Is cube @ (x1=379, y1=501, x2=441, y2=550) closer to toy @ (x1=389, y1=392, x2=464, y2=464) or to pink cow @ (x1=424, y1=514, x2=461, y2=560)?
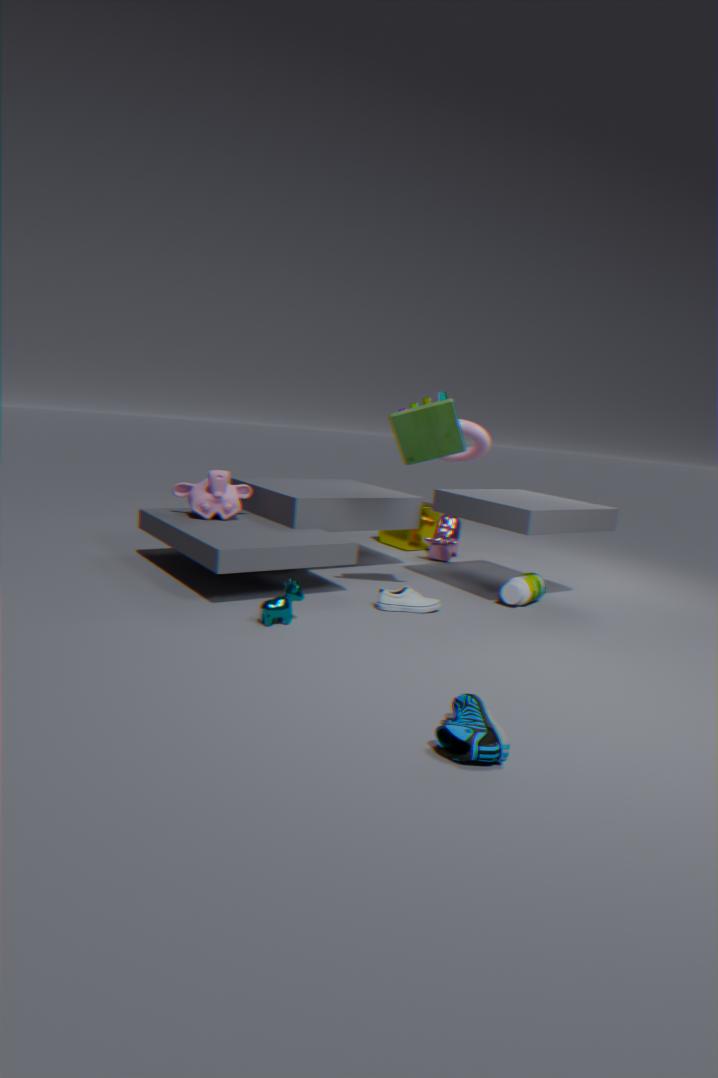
pink cow @ (x1=424, y1=514, x2=461, y2=560)
